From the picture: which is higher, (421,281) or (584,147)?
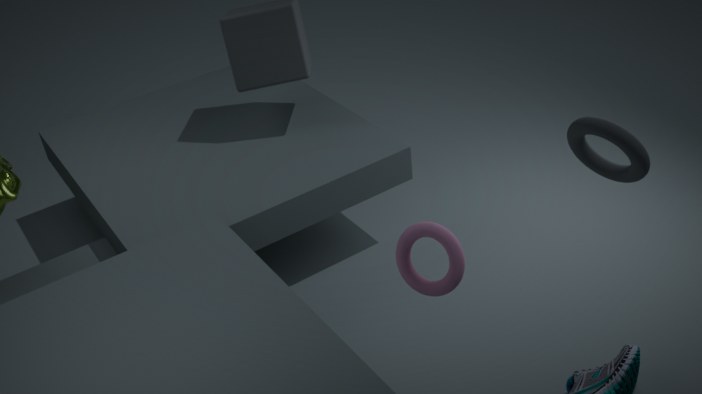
(584,147)
